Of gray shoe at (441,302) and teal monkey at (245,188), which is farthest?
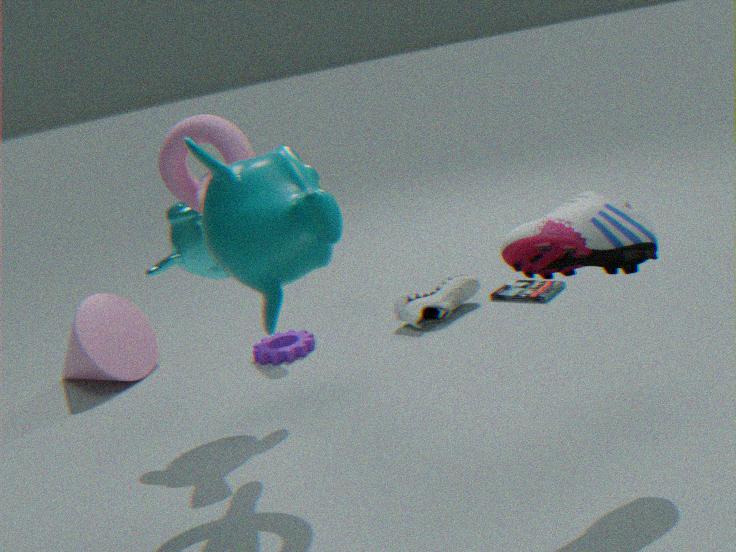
gray shoe at (441,302)
